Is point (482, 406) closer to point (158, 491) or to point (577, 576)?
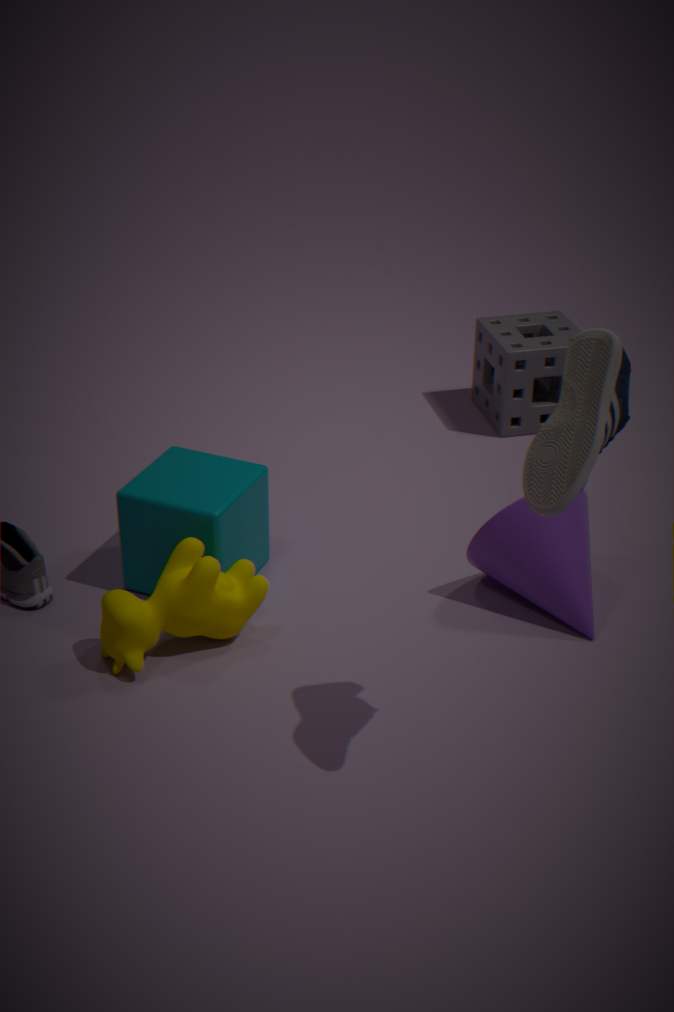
point (577, 576)
